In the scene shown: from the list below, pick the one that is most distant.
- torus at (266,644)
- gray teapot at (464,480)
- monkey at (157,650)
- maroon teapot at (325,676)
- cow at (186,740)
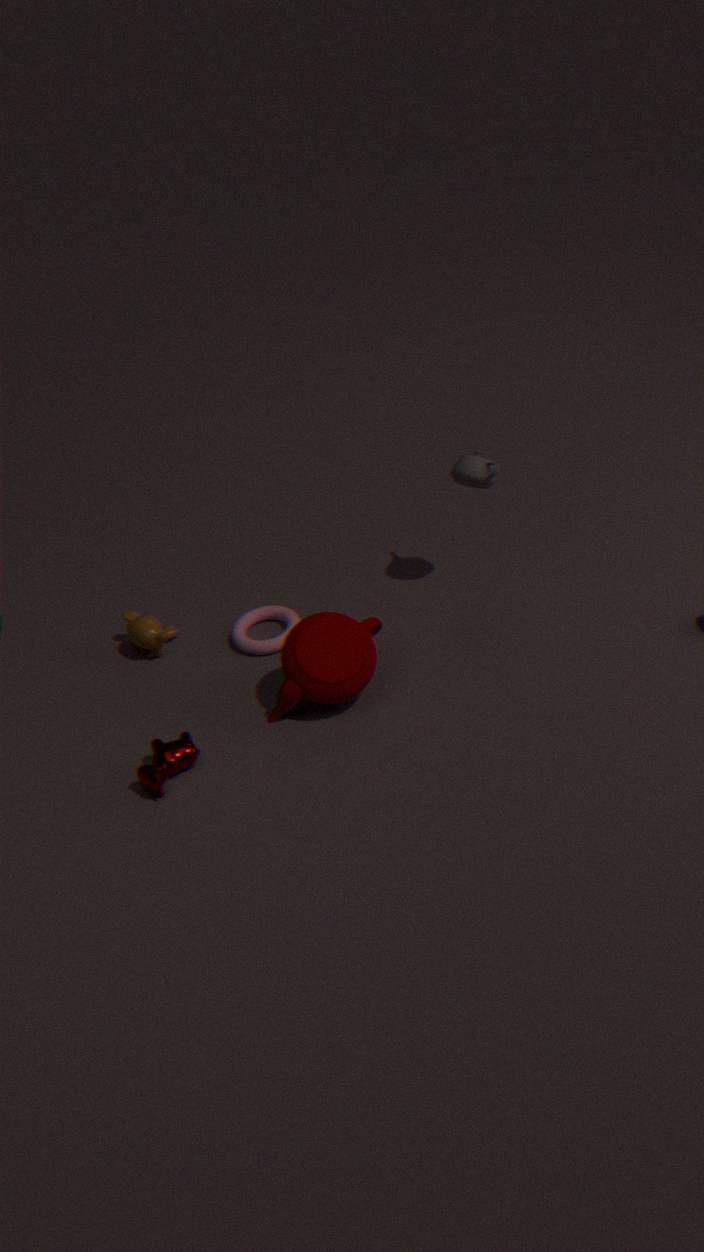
monkey at (157,650)
